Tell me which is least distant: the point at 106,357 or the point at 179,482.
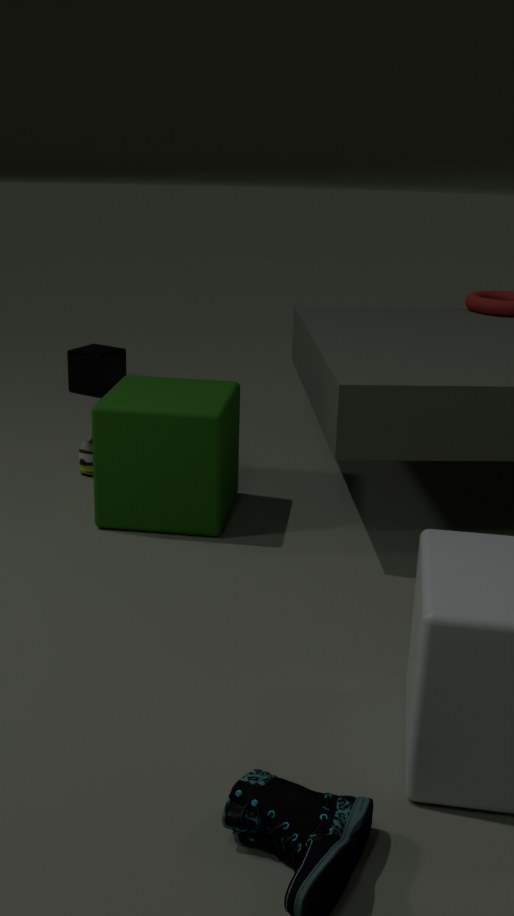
the point at 179,482
